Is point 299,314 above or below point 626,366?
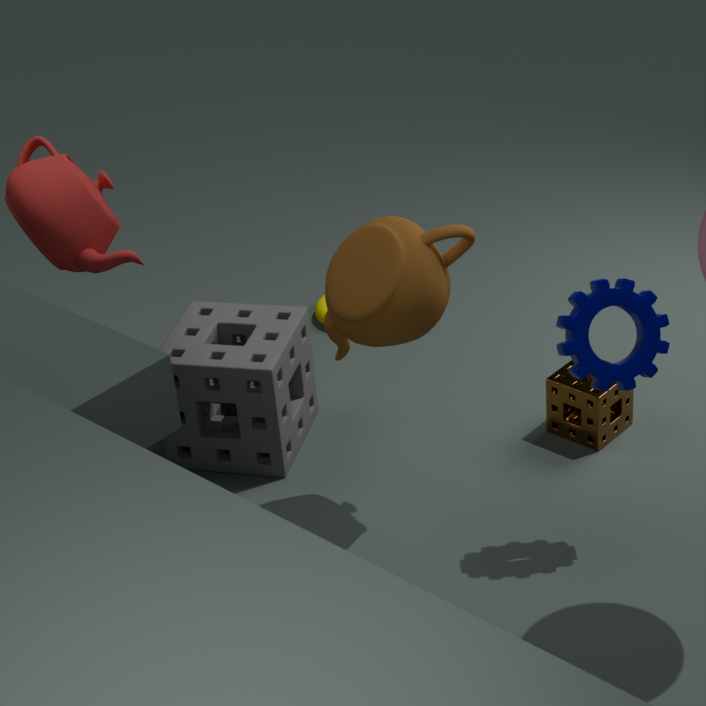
below
